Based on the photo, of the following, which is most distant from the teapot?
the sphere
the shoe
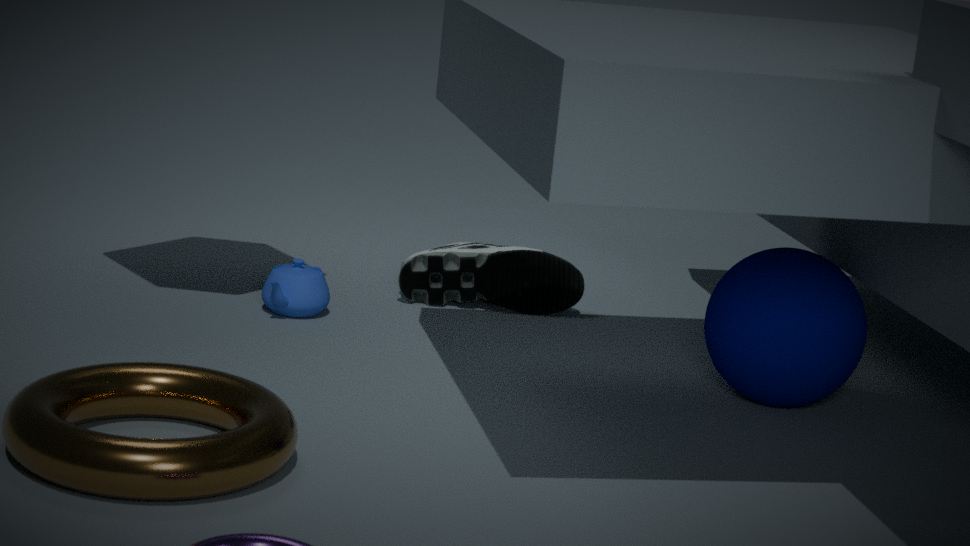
the sphere
